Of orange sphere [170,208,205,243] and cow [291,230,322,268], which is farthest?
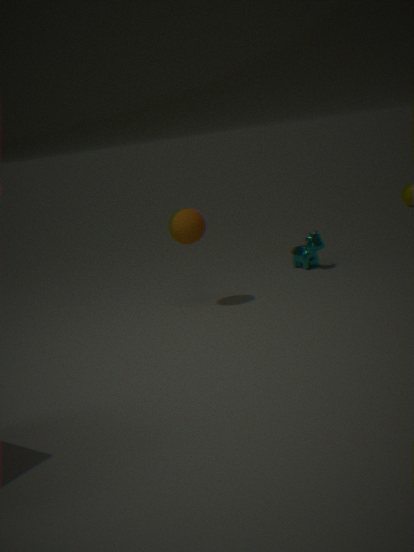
cow [291,230,322,268]
